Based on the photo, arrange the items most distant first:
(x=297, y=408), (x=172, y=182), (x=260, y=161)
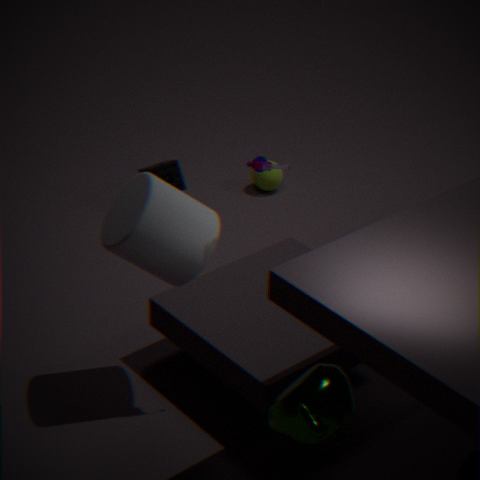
(x=172, y=182), (x=260, y=161), (x=297, y=408)
